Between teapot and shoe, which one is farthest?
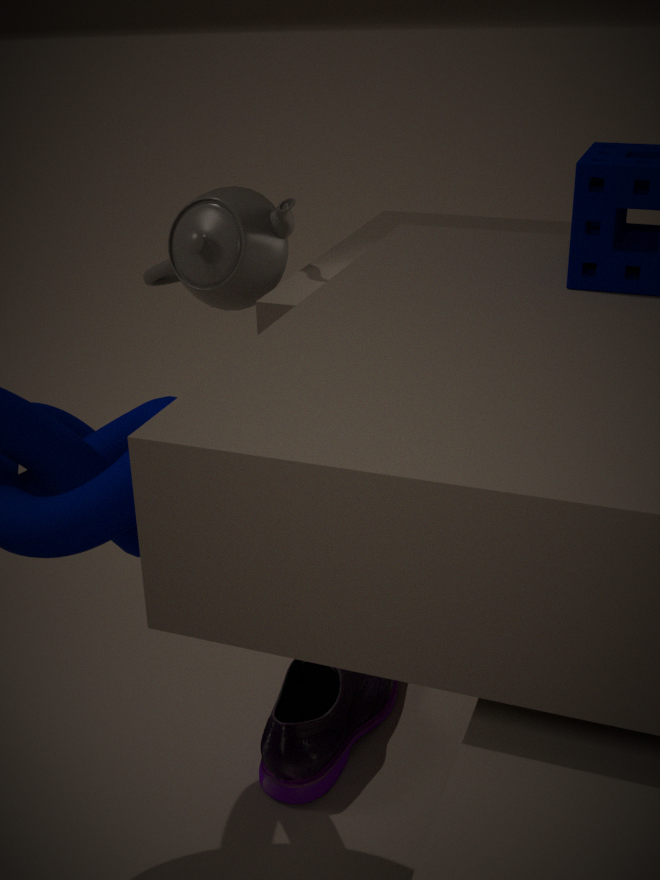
teapot
